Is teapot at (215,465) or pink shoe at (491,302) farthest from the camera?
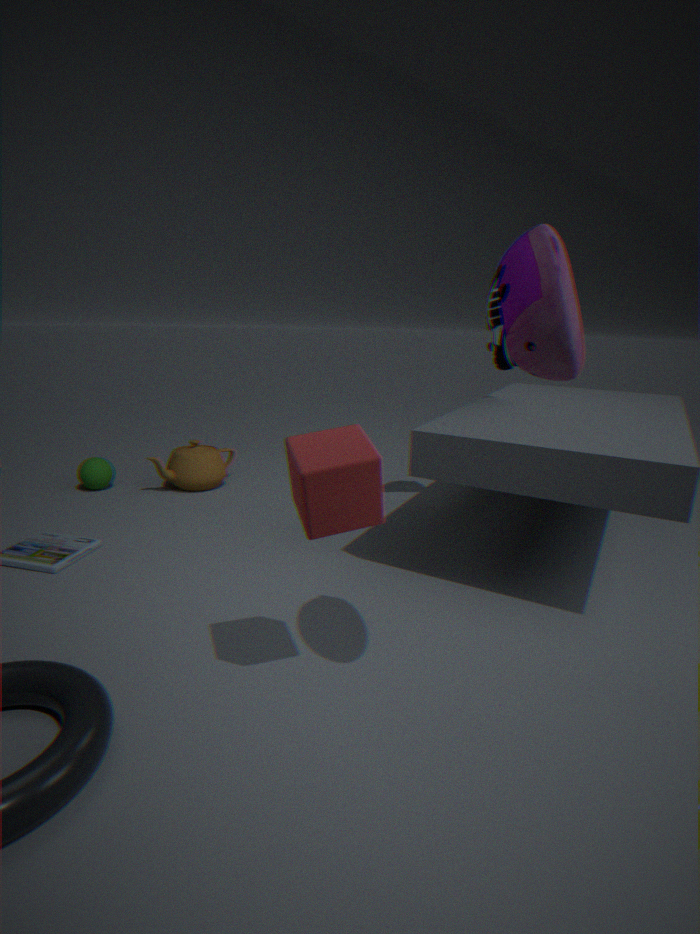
teapot at (215,465)
